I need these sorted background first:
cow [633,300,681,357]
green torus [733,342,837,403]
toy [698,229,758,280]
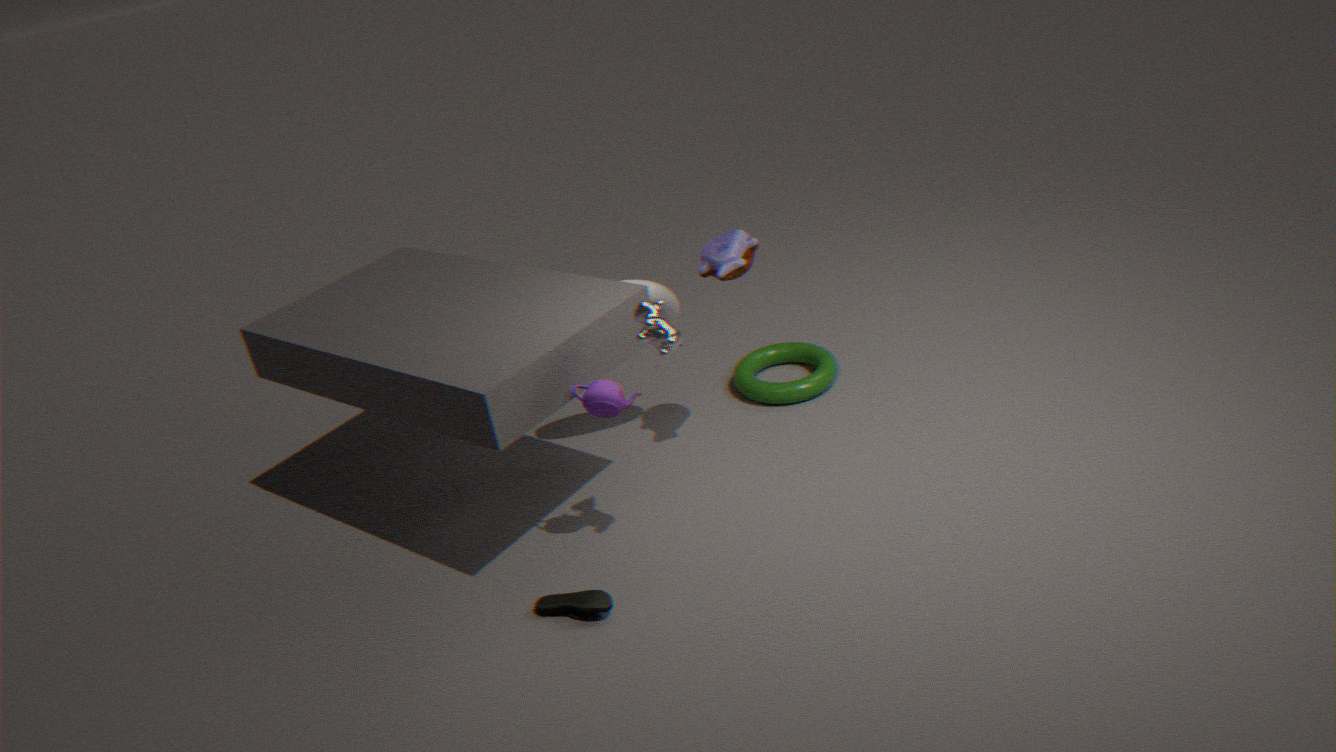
green torus [733,342,837,403] < toy [698,229,758,280] < cow [633,300,681,357]
